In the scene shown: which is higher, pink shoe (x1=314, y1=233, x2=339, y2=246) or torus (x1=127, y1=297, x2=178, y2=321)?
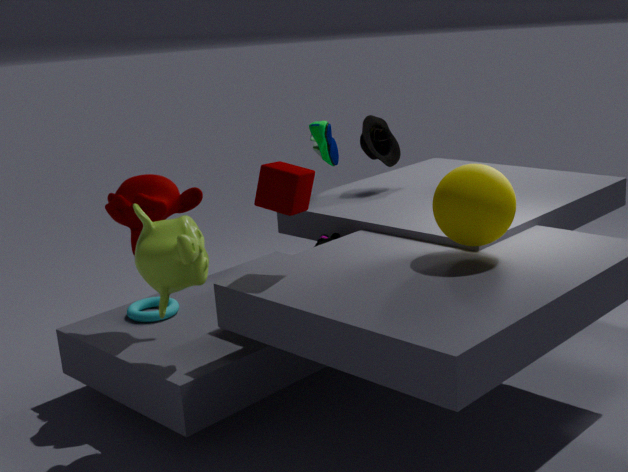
pink shoe (x1=314, y1=233, x2=339, y2=246)
